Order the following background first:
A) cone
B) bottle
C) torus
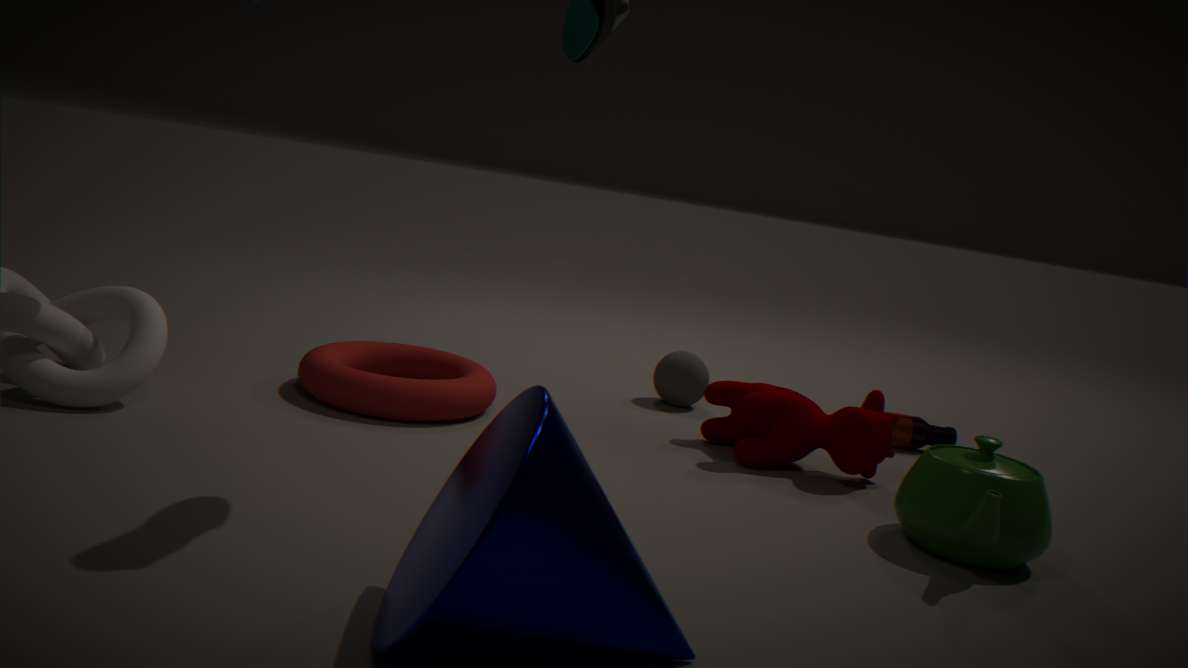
bottle
torus
cone
